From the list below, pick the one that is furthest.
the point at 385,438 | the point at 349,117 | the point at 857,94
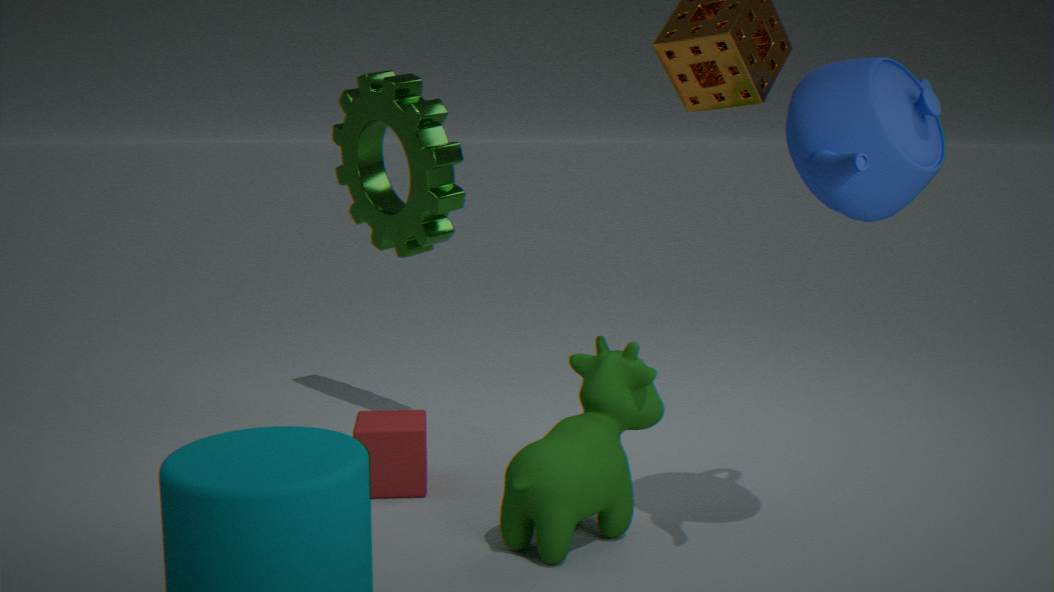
the point at 349,117
